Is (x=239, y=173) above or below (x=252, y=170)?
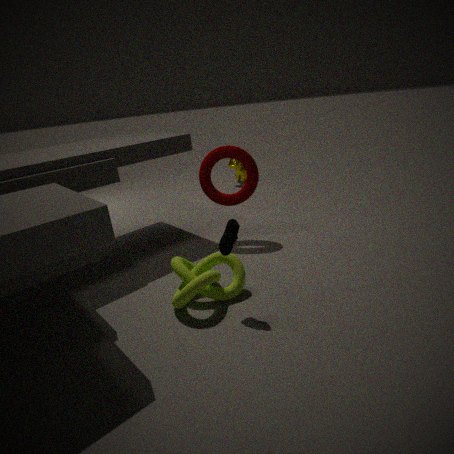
below
